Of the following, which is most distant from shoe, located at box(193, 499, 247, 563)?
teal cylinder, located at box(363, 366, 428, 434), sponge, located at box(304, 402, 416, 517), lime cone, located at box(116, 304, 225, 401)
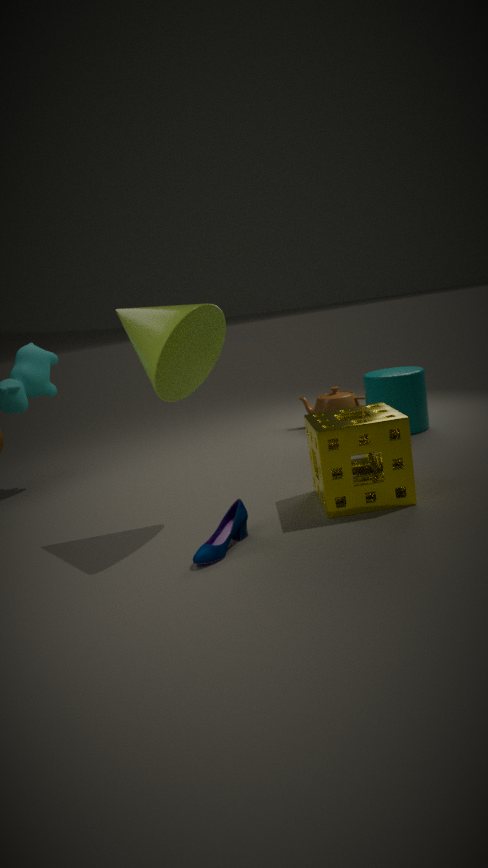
teal cylinder, located at box(363, 366, 428, 434)
